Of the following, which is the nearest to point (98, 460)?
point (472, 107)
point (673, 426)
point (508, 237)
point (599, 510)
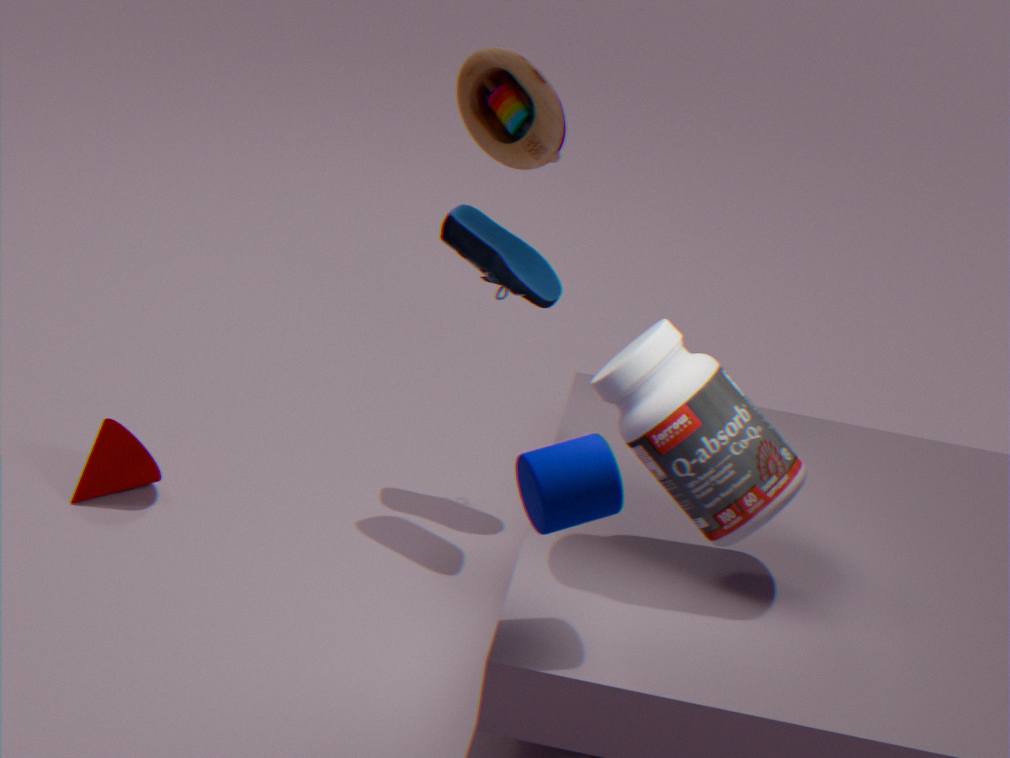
point (508, 237)
